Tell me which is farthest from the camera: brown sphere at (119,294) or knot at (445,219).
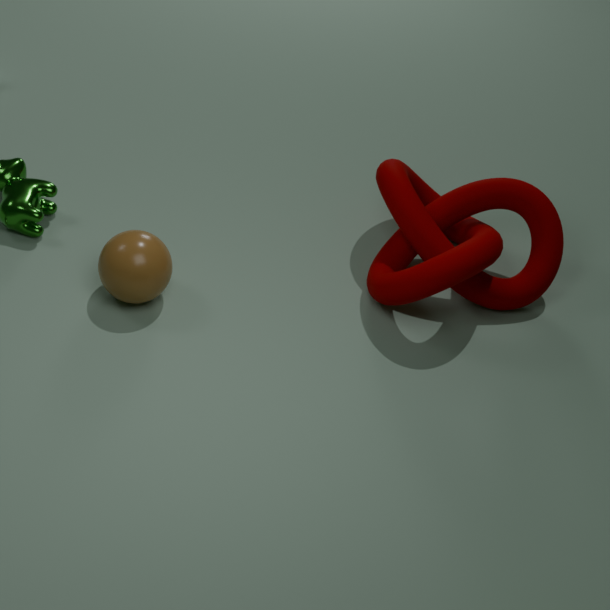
knot at (445,219)
